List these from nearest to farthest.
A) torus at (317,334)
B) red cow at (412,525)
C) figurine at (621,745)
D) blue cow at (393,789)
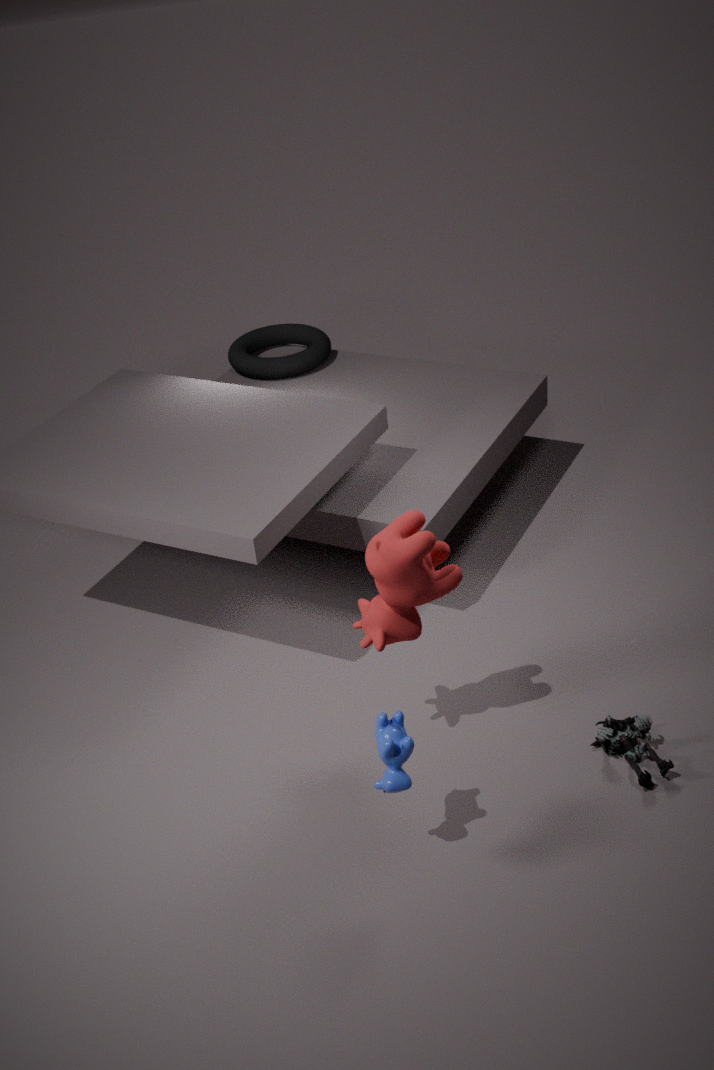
blue cow at (393,789) → red cow at (412,525) → figurine at (621,745) → torus at (317,334)
